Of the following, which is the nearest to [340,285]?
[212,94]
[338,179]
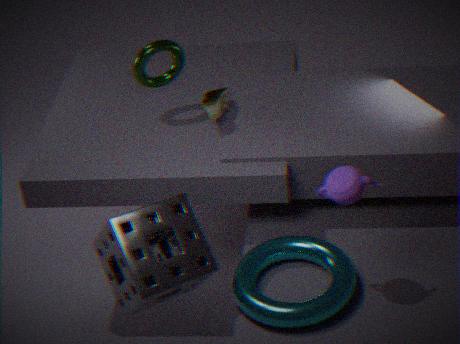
[338,179]
